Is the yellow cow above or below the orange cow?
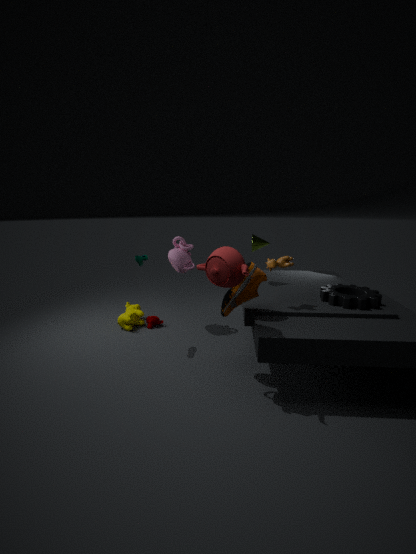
below
